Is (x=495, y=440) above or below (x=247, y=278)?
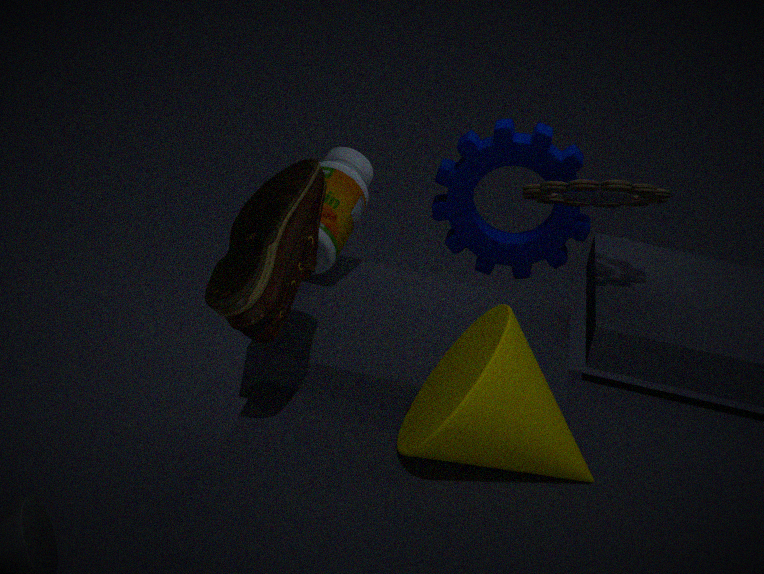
below
